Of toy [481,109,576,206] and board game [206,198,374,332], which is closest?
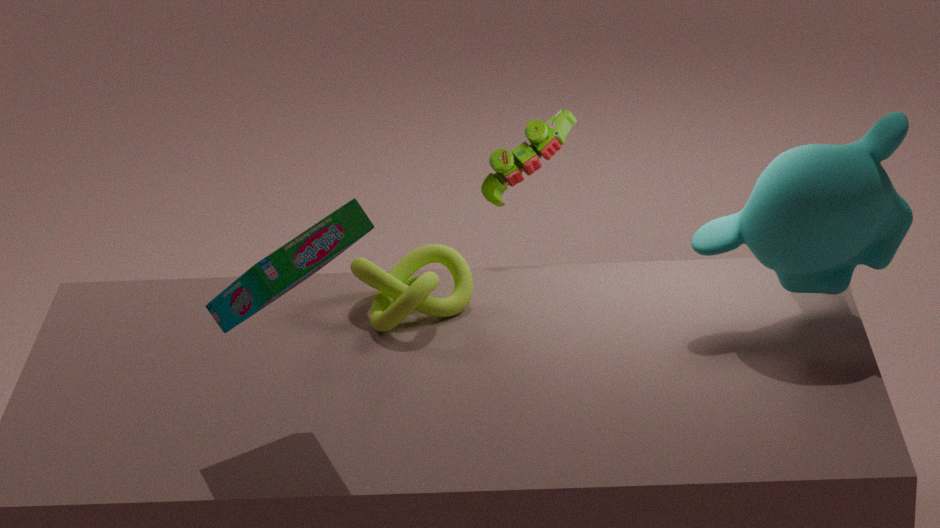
board game [206,198,374,332]
